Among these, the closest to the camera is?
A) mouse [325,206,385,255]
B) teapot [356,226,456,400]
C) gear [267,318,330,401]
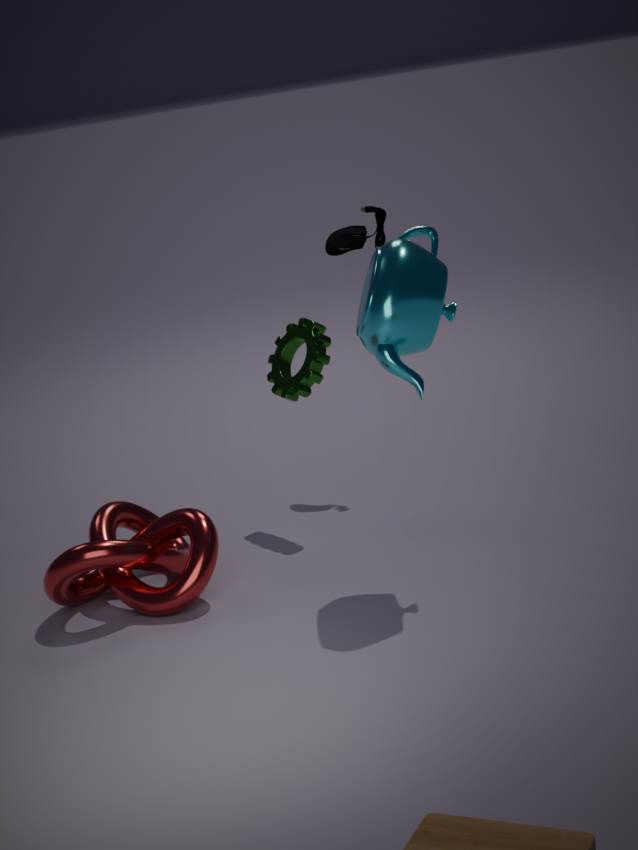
teapot [356,226,456,400]
